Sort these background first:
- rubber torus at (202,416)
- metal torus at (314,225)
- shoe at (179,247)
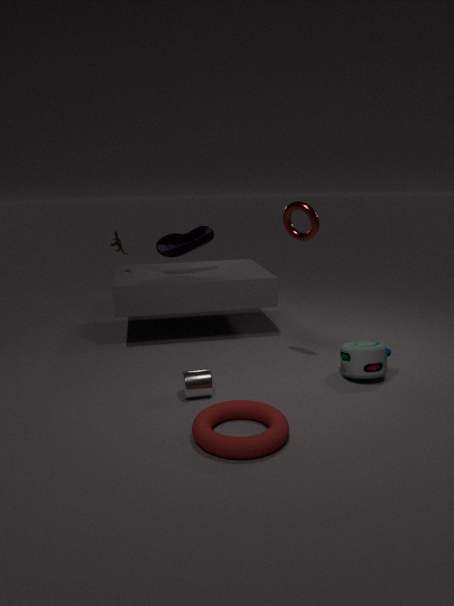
shoe at (179,247) → metal torus at (314,225) → rubber torus at (202,416)
